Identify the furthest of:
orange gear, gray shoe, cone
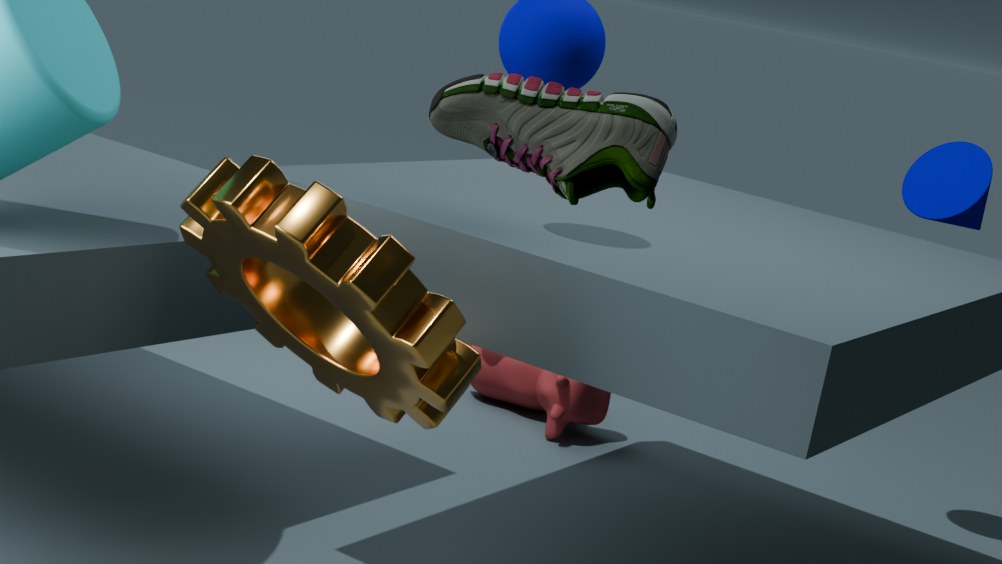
cone
